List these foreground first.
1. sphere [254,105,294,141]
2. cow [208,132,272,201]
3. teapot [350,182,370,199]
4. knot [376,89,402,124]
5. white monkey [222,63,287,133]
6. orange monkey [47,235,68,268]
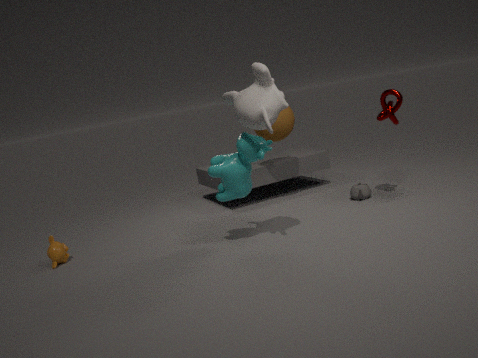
white monkey [222,63,287,133]
cow [208,132,272,201]
knot [376,89,402,124]
orange monkey [47,235,68,268]
teapot [350,182,370,199]
sphere [254,105,294,141]
